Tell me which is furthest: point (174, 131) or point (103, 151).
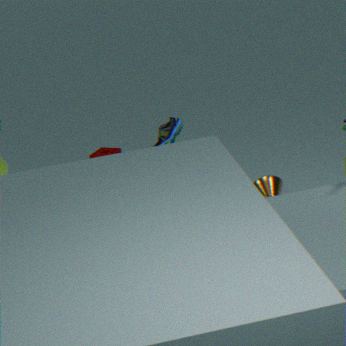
point (103, 151)
